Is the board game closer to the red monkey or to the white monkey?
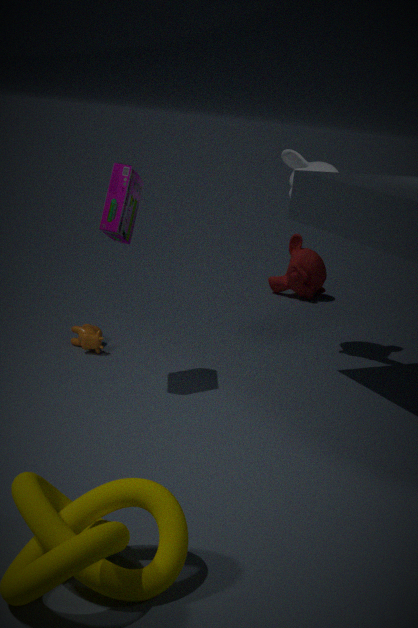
the white monkey
